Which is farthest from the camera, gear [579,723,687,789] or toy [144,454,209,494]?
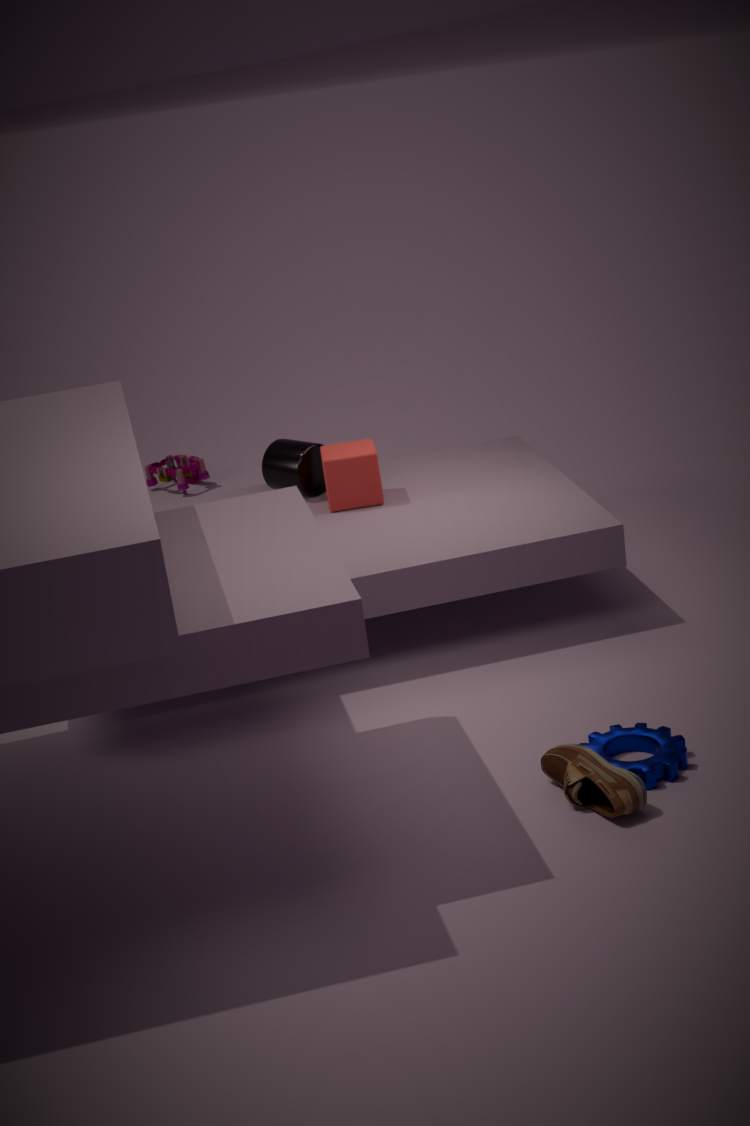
toy [144,454,209,494]
